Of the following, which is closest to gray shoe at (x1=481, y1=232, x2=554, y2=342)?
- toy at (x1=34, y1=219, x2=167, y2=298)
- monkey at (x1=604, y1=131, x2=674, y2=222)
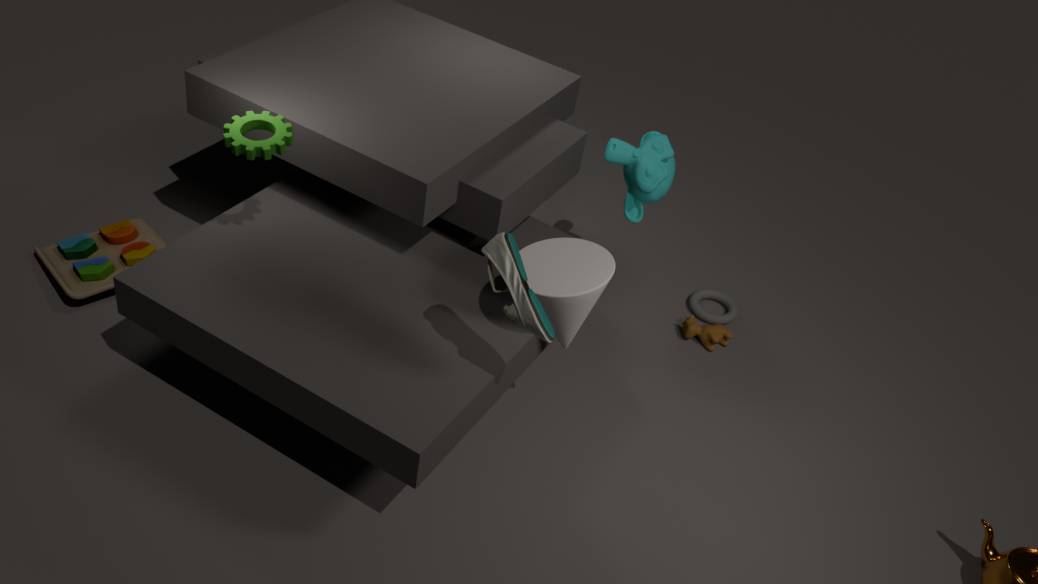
monkey at (x1=604, y1=131, x2=674, y2=222)
